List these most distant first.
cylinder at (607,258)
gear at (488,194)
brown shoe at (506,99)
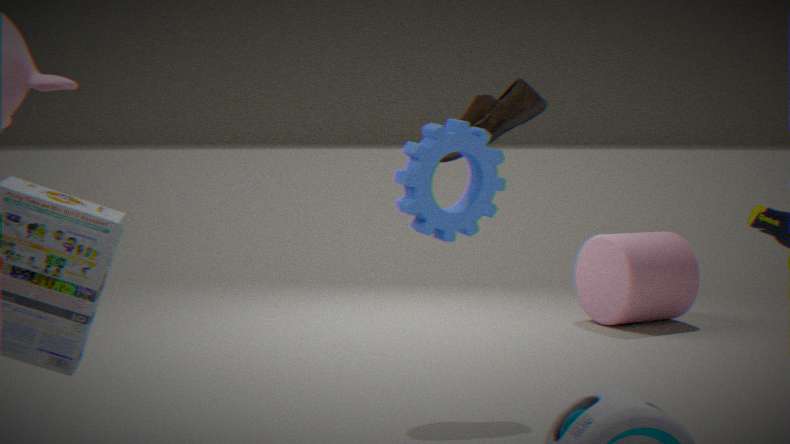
cylinder at (607,258)
brown shoe at (506,99)
gear at (488,194)
